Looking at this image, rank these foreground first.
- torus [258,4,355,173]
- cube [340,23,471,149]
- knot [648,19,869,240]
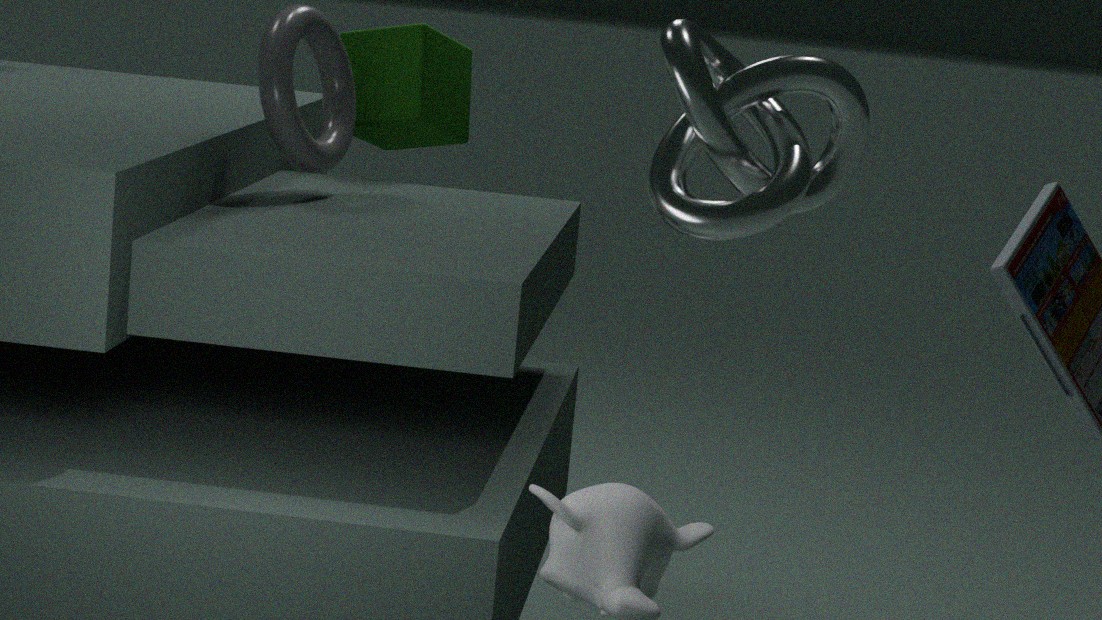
knot [648,19,869,240] → torus [258,4,355,173] → cube [340,23,471,149]
